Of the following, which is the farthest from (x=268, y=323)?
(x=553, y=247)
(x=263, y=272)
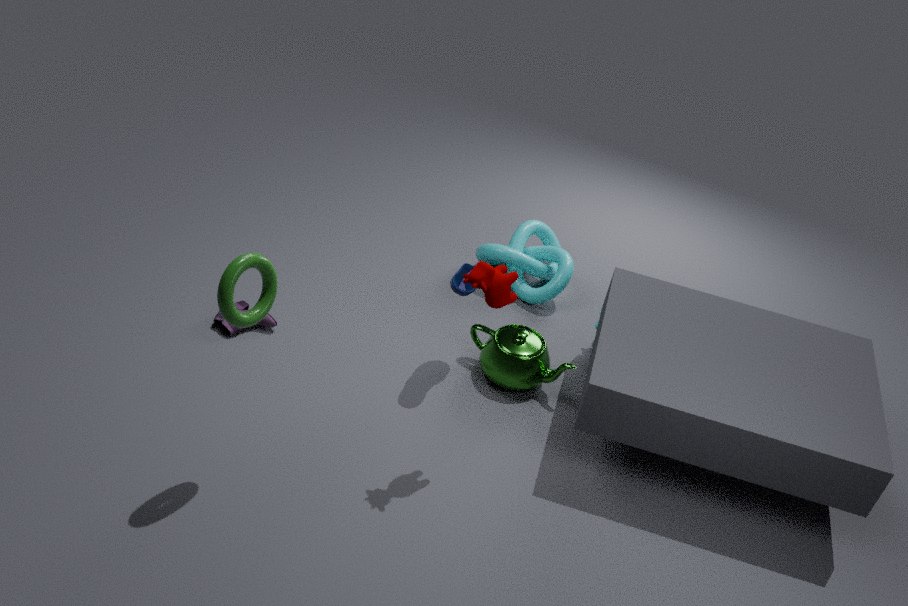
(x=553, y=247)
